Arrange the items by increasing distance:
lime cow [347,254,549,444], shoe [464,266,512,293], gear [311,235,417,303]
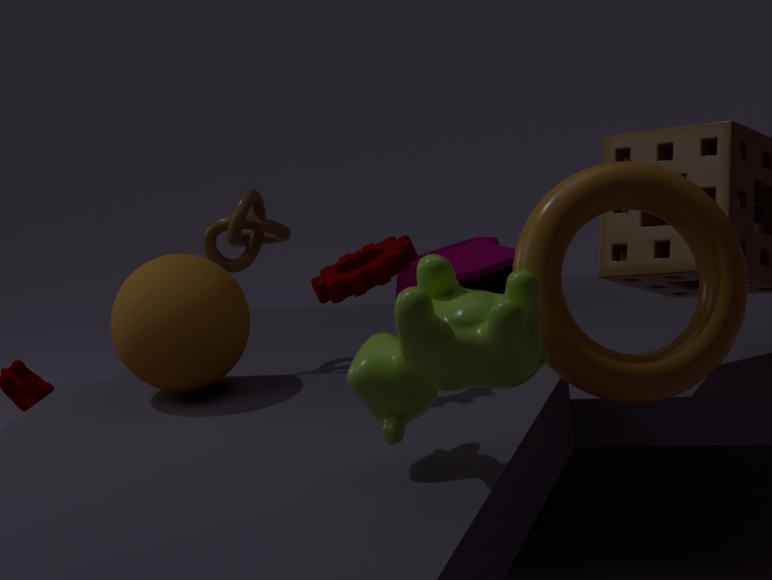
1. lime cow [347,254,549,444]
2. gear [311,235,417,303]
3. shoe [464,266,512,293]
